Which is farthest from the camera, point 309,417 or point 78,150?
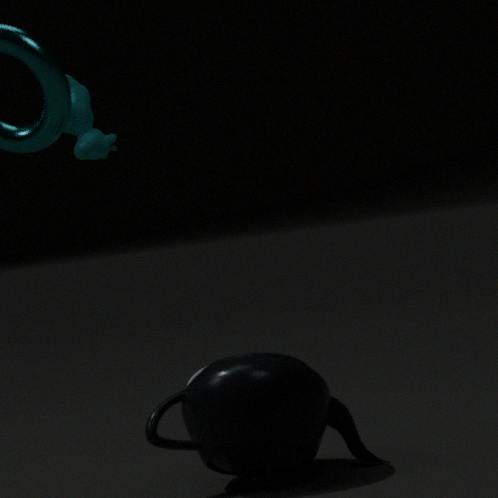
point 78,150
